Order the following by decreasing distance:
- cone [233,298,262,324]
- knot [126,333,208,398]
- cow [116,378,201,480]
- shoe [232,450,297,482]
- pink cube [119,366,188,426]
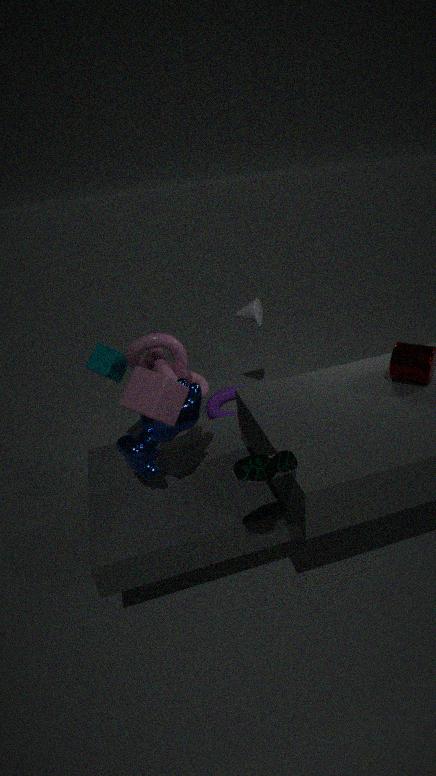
cone [233,298,262,324], knot [126,333,208,398], cow [116,378,201,480], pink cube [119,366,188,426], shoe [232,450,297,482]
